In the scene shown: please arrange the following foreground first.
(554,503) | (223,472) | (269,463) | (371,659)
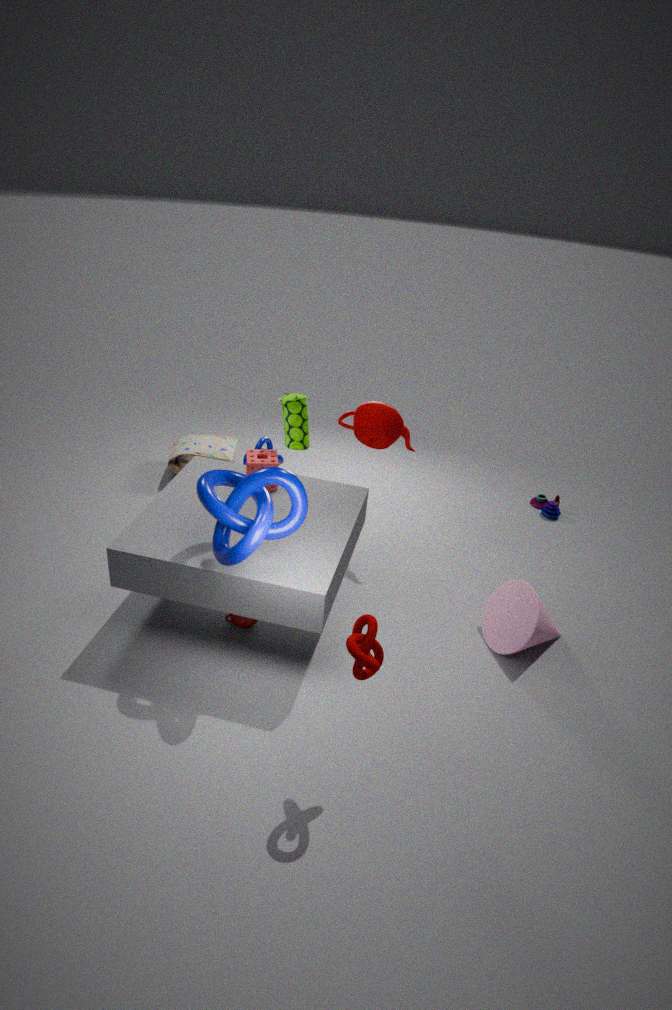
(371,659)
(223,472)
(269,463)
(554,503)
